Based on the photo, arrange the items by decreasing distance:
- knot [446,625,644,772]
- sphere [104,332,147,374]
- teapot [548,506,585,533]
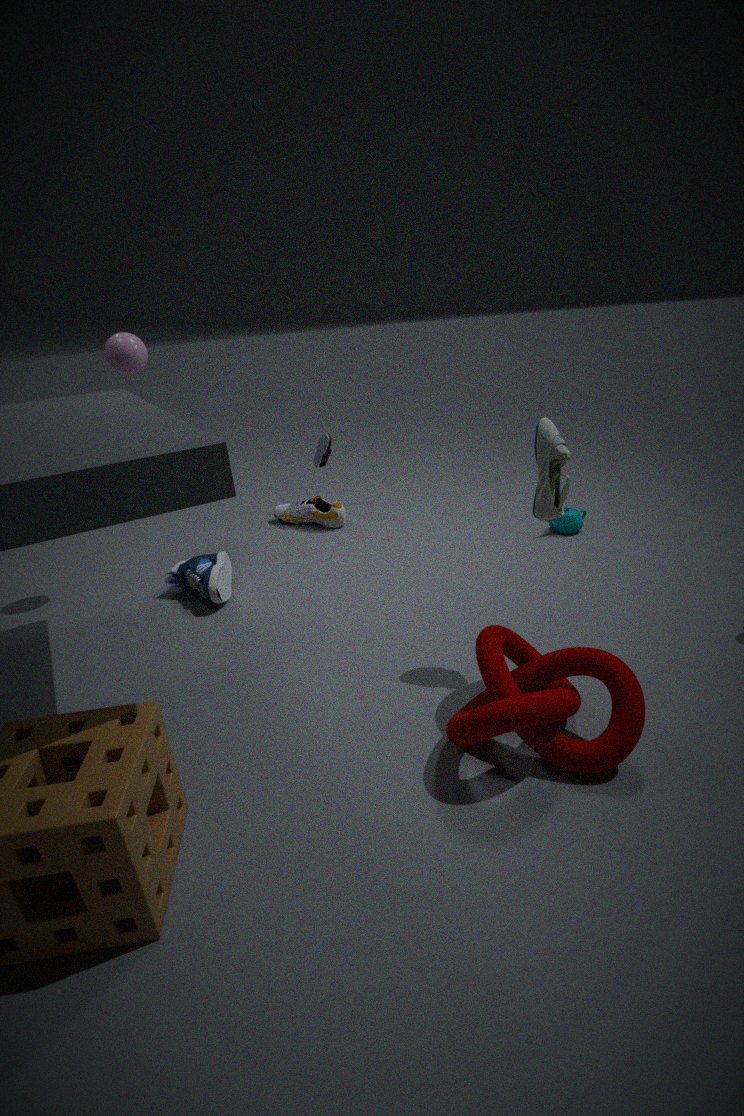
1. teapot [548,506,585,533]
2. sphere [104,332,147,374]
3. knot [446,625,644,772]
